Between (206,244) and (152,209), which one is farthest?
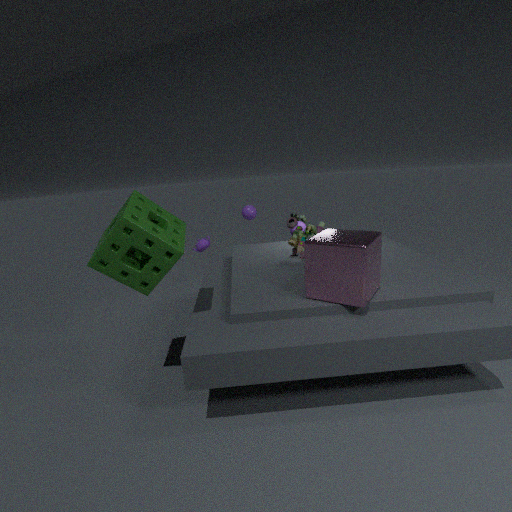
(206,244)
